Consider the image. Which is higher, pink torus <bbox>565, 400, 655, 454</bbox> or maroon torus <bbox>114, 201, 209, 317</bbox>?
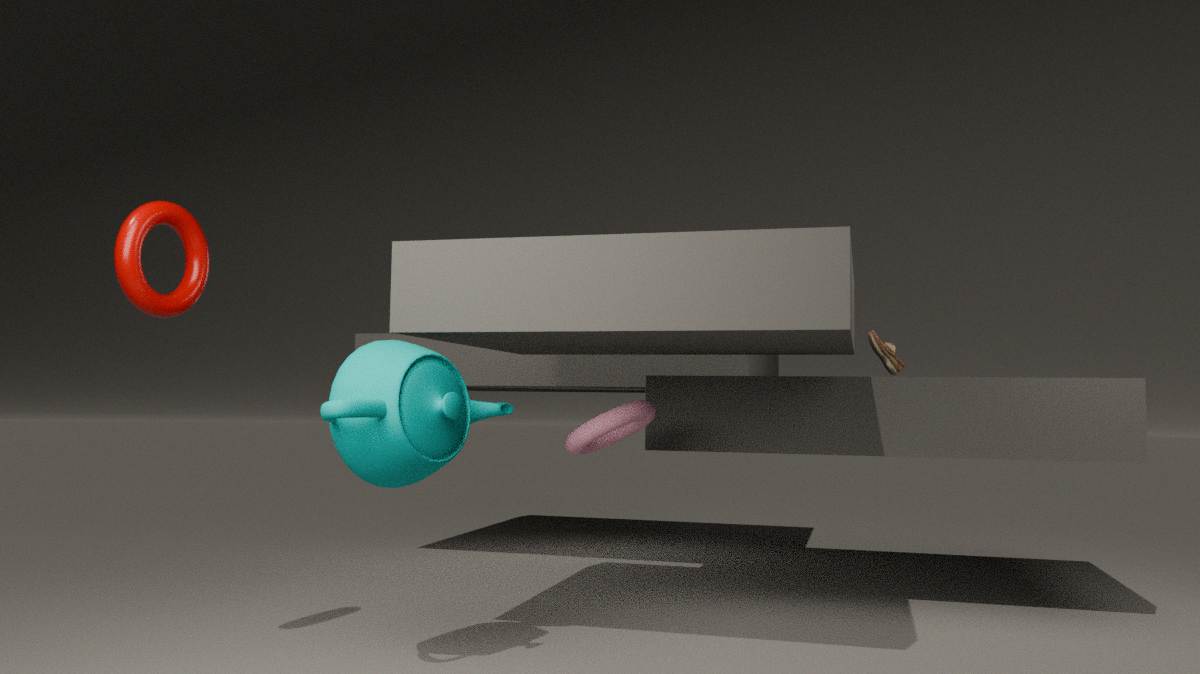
maroon torus <bbox>114, 201, 209, 317</bbox>
